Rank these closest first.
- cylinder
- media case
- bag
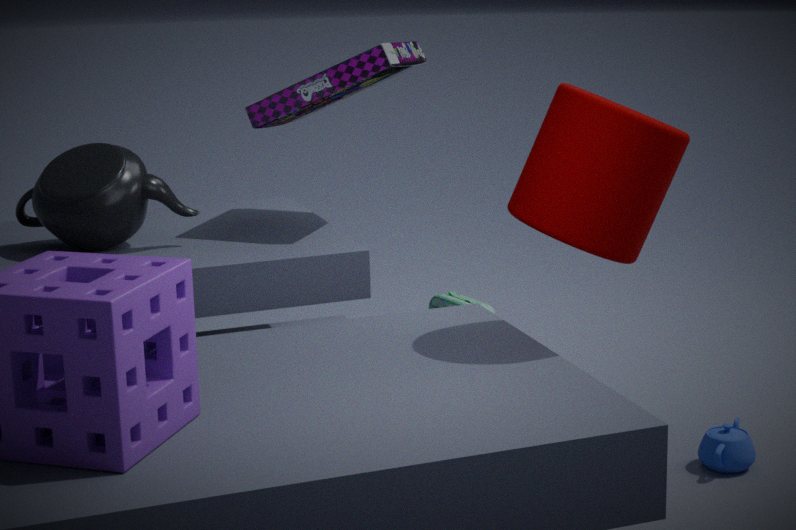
1. cylinder
2. media case
3. bag
